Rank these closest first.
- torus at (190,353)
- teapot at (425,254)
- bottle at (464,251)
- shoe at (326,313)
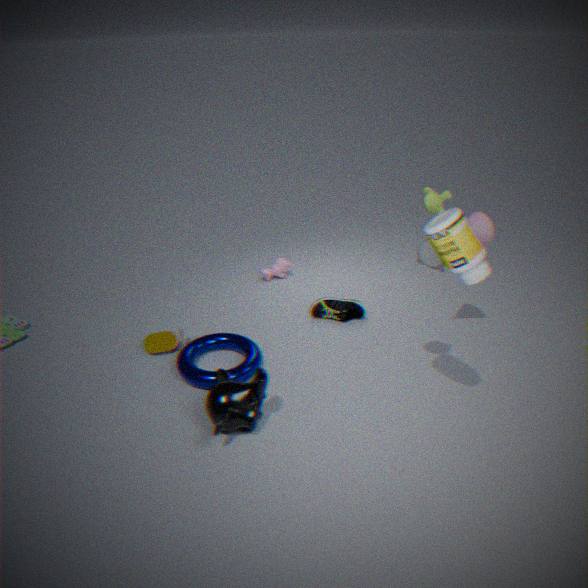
bottle at (464,251)
teapot at (425,254)
torus at (190,353)
shoe at (326,313)
